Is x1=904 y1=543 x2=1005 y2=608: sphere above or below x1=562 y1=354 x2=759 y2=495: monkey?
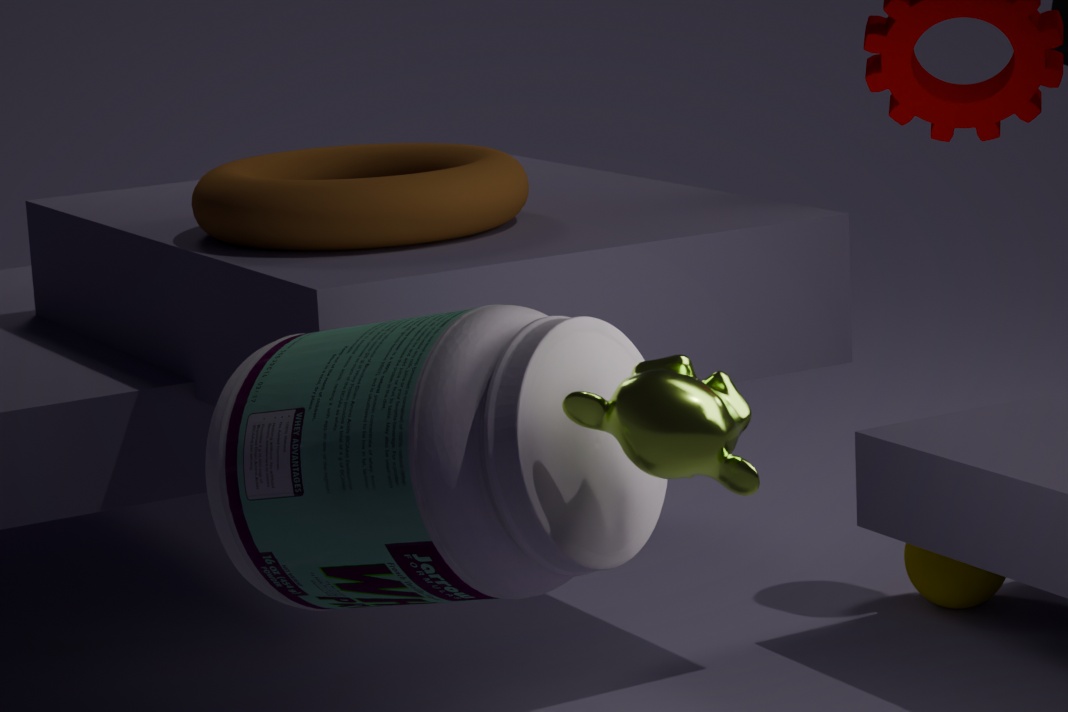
below
